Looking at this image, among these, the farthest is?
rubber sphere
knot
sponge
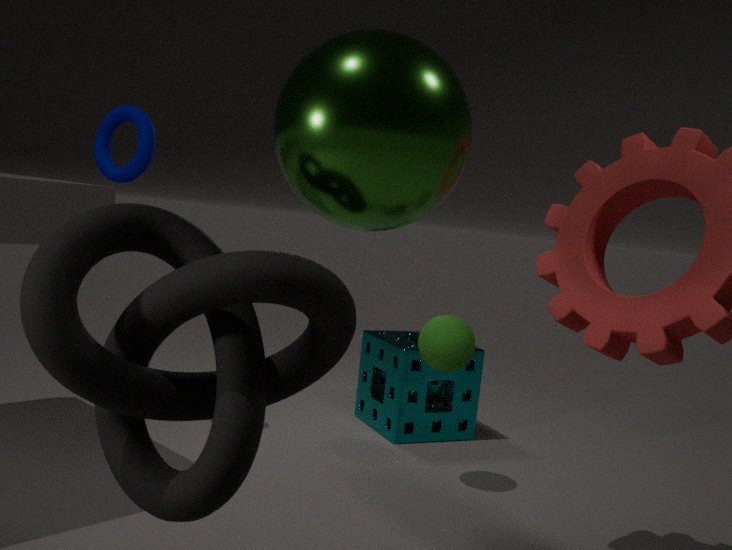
sponge
